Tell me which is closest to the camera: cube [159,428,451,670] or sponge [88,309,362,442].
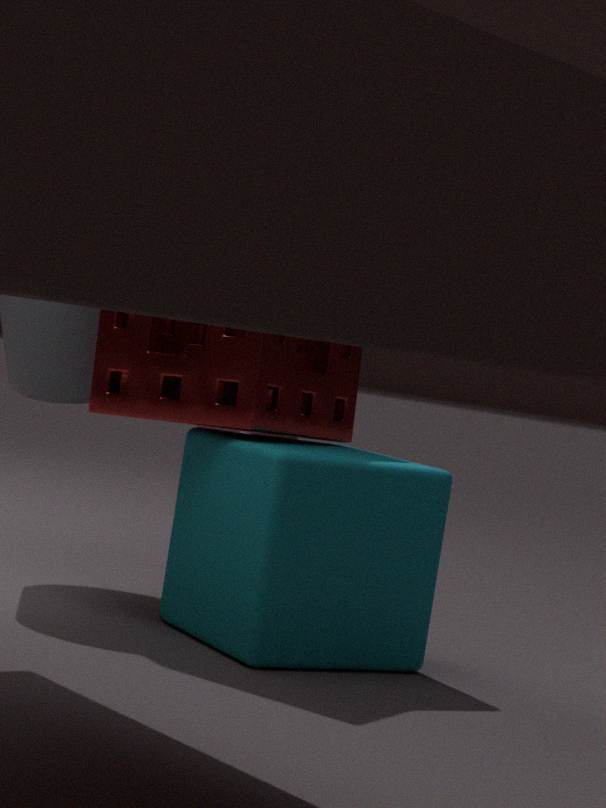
cube [159,428,451,670]
